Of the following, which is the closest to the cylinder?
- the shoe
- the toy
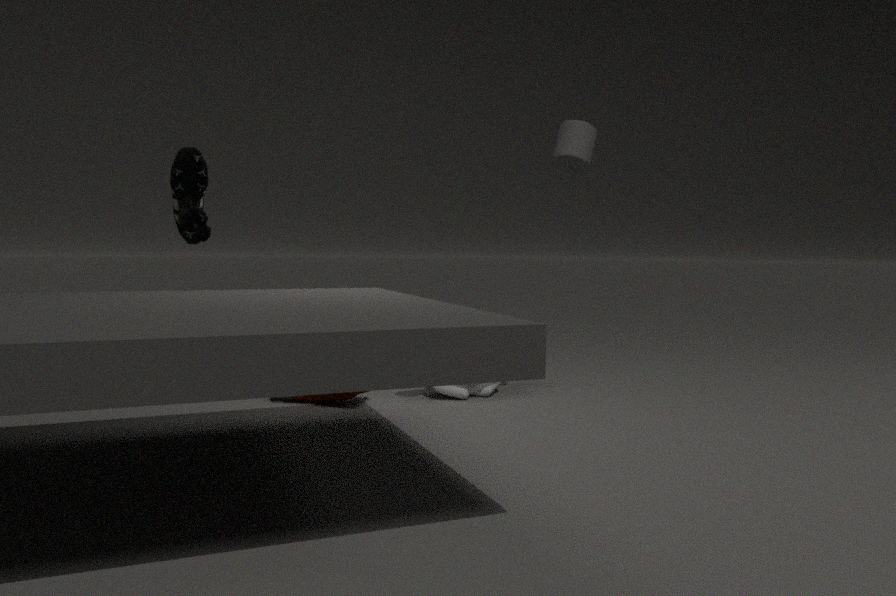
the toy
